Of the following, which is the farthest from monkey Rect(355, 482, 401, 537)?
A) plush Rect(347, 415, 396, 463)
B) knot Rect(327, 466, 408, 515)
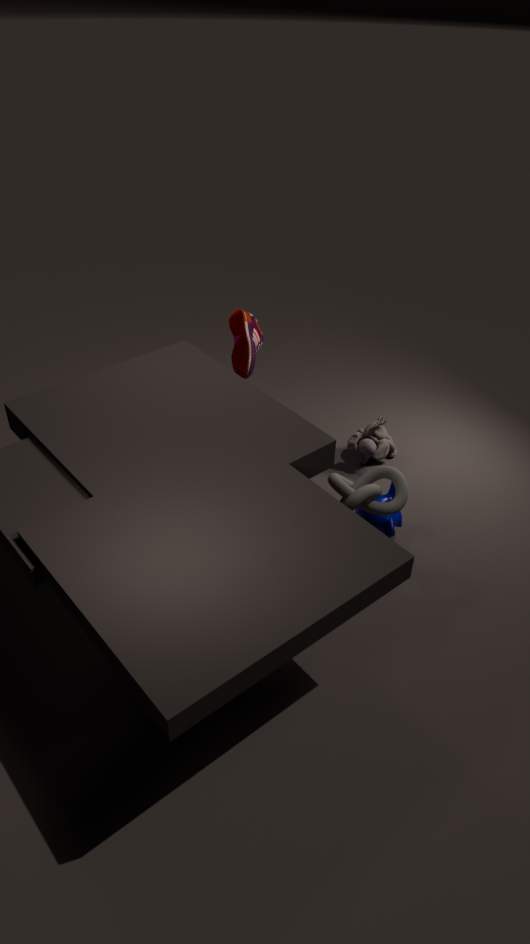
plush Rect(347, 415, 396, 463)
